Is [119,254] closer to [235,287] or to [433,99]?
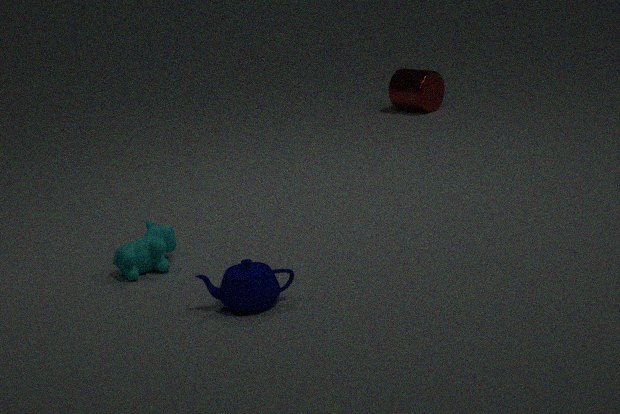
[235,287]
